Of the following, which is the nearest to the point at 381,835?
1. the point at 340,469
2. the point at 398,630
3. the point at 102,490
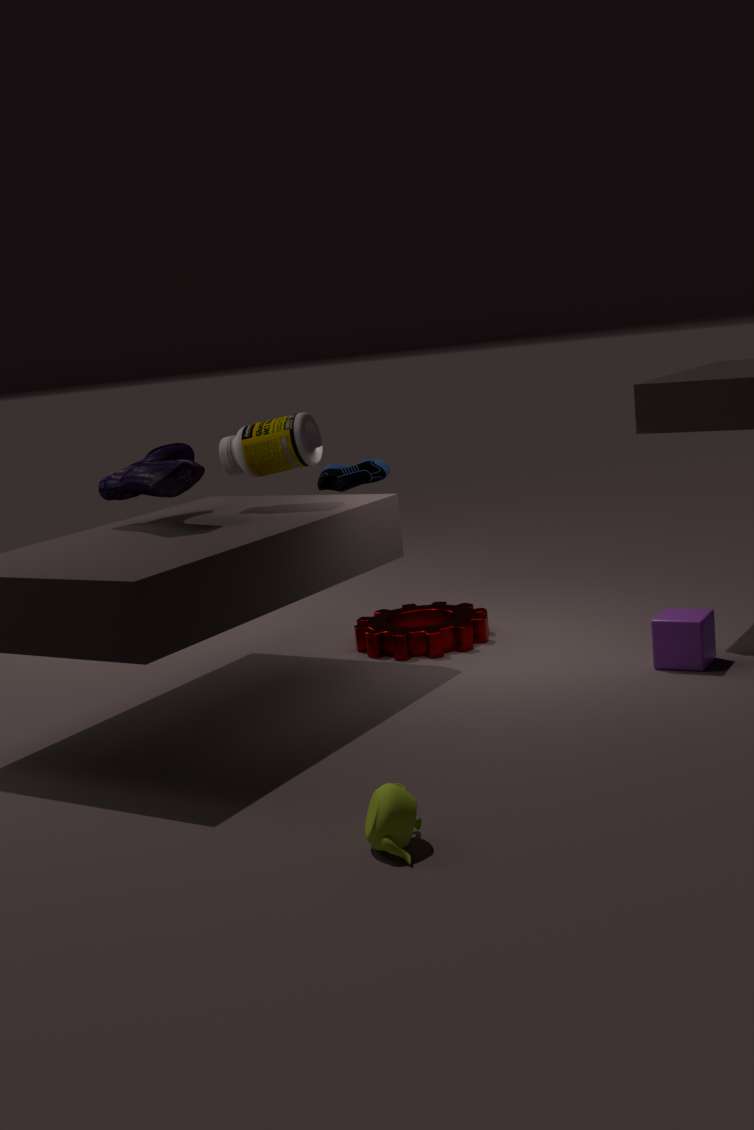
the point at 102,490
